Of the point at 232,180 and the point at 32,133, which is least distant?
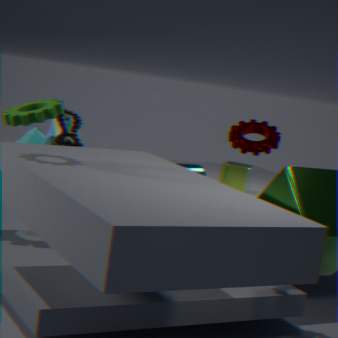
the point at 32,133
